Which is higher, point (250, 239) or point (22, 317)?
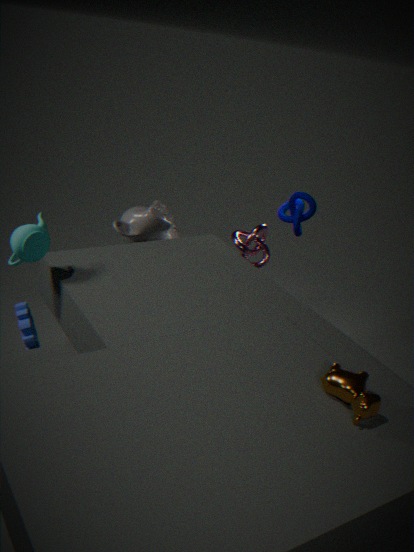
point (250, 239)
